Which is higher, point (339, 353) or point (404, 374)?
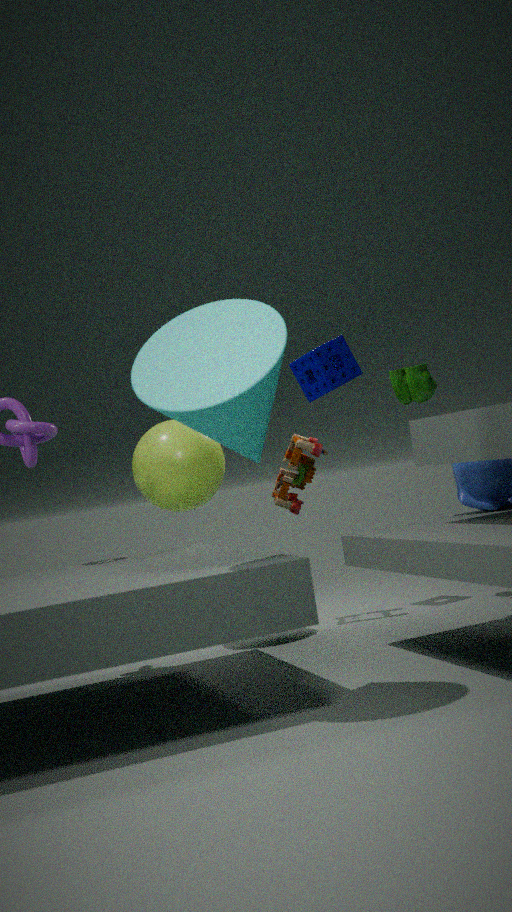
point (339, 353)
